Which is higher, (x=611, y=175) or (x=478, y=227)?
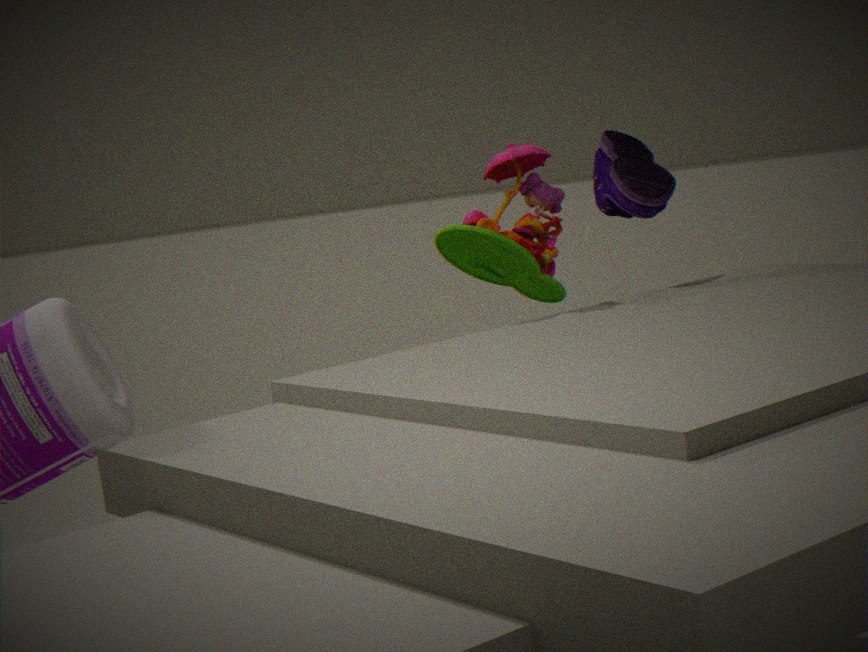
(x=611, y=175)
